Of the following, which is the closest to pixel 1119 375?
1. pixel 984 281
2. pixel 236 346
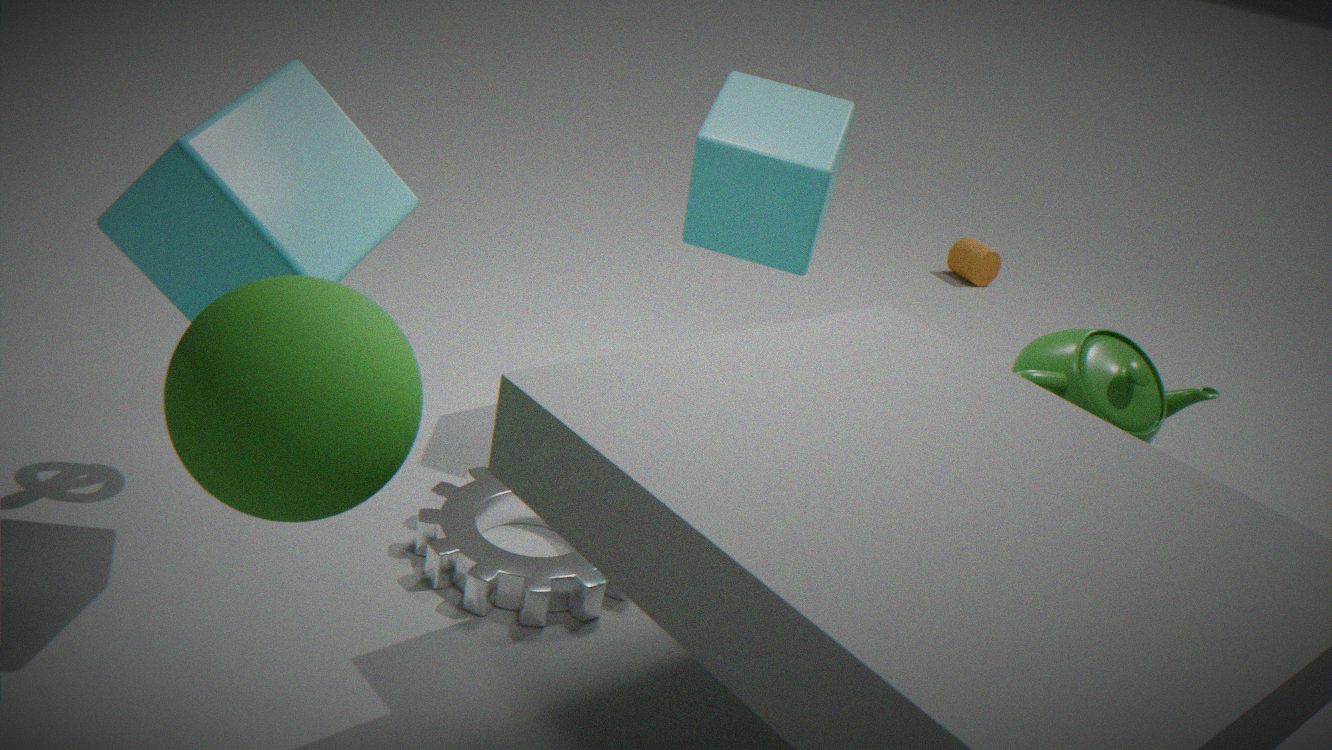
pixel 236 346
